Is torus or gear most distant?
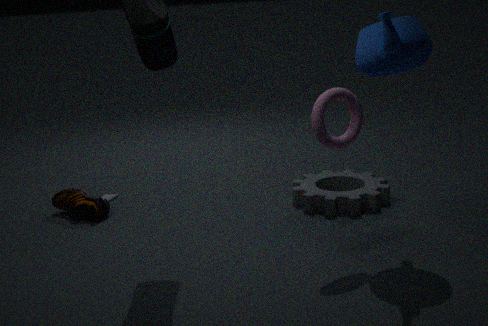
gear
